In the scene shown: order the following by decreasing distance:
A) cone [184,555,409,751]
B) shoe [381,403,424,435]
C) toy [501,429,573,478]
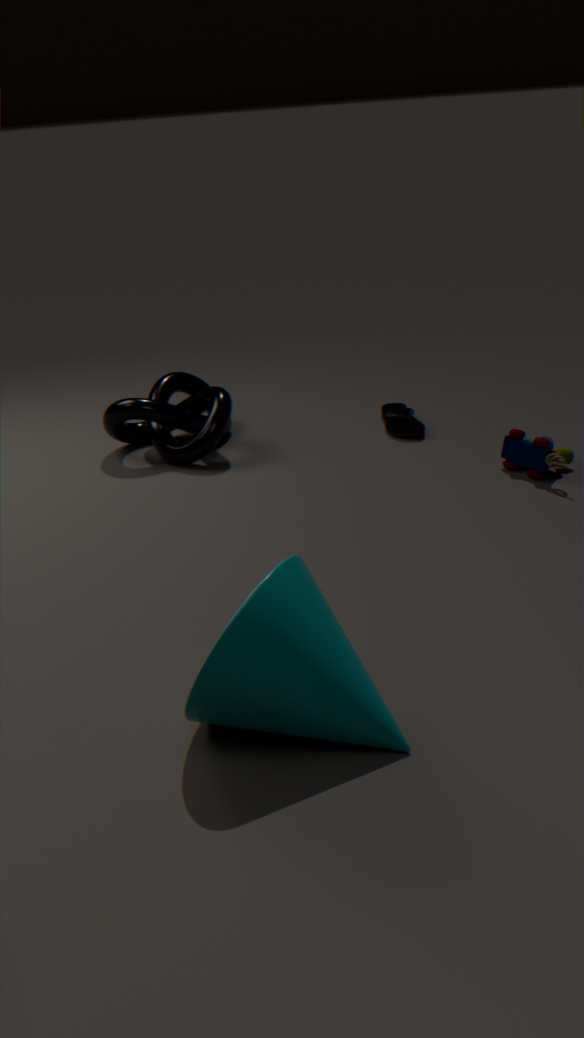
shoe [381,403,424,435]
toy [501,429,573,478]
cone [184,555,409,751]
